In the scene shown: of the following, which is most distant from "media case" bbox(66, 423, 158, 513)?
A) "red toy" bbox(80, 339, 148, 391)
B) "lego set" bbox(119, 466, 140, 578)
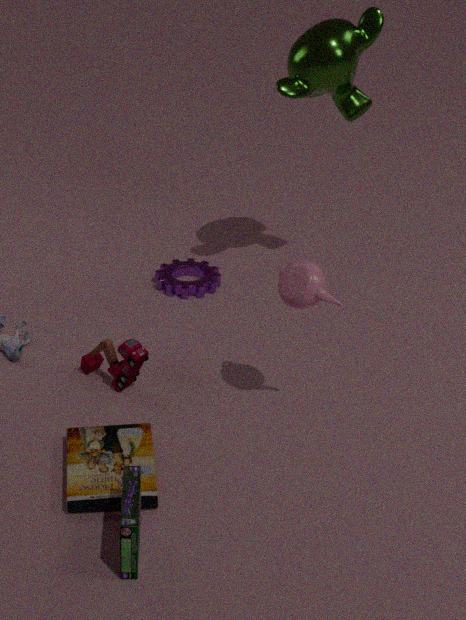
"red toy" bbox(80, 339, 148, 391)
